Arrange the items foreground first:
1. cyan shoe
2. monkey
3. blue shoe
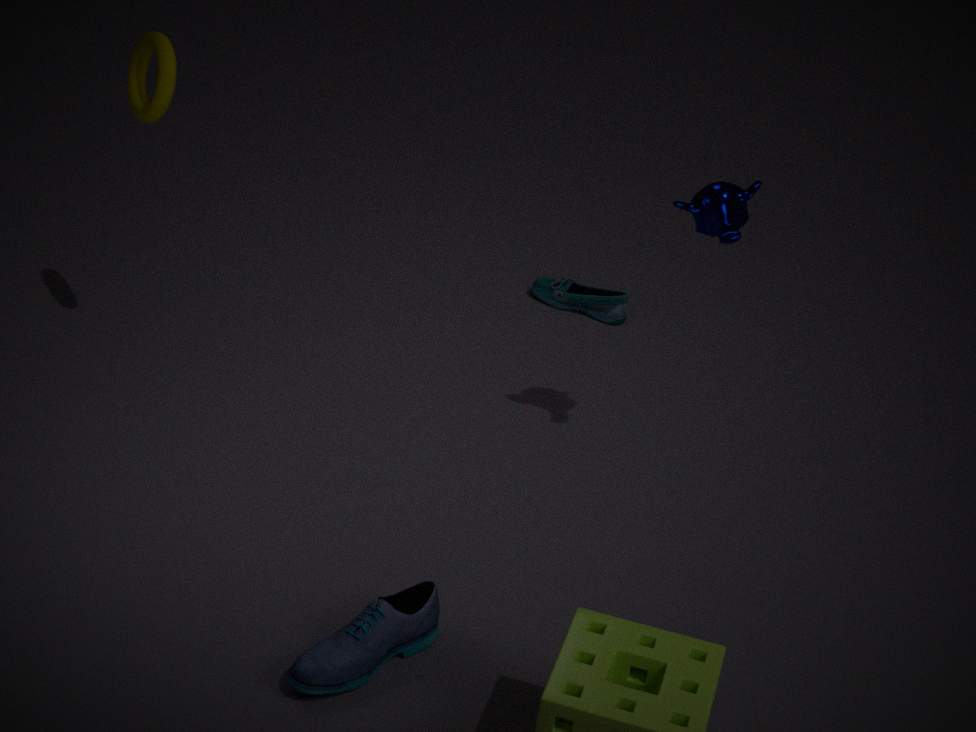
blue shoe, monkey, cyan shoe
